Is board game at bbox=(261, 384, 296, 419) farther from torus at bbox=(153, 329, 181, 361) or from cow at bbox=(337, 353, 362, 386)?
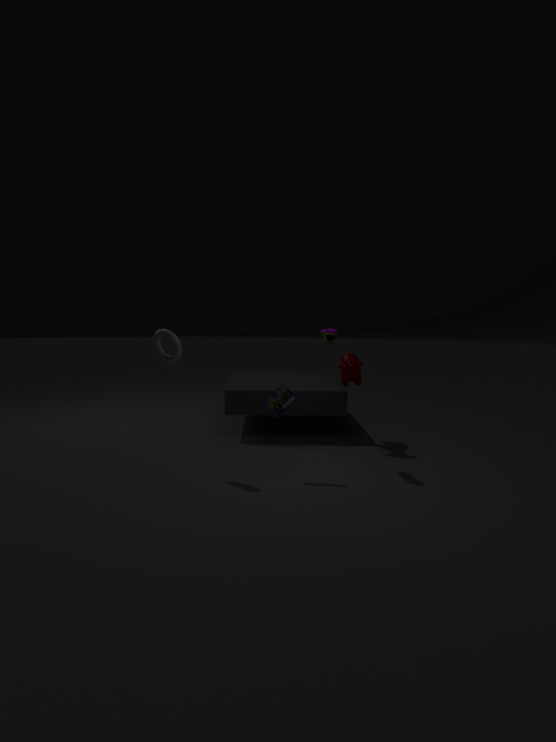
cow at bbox=(337, 353, 362, 386)
